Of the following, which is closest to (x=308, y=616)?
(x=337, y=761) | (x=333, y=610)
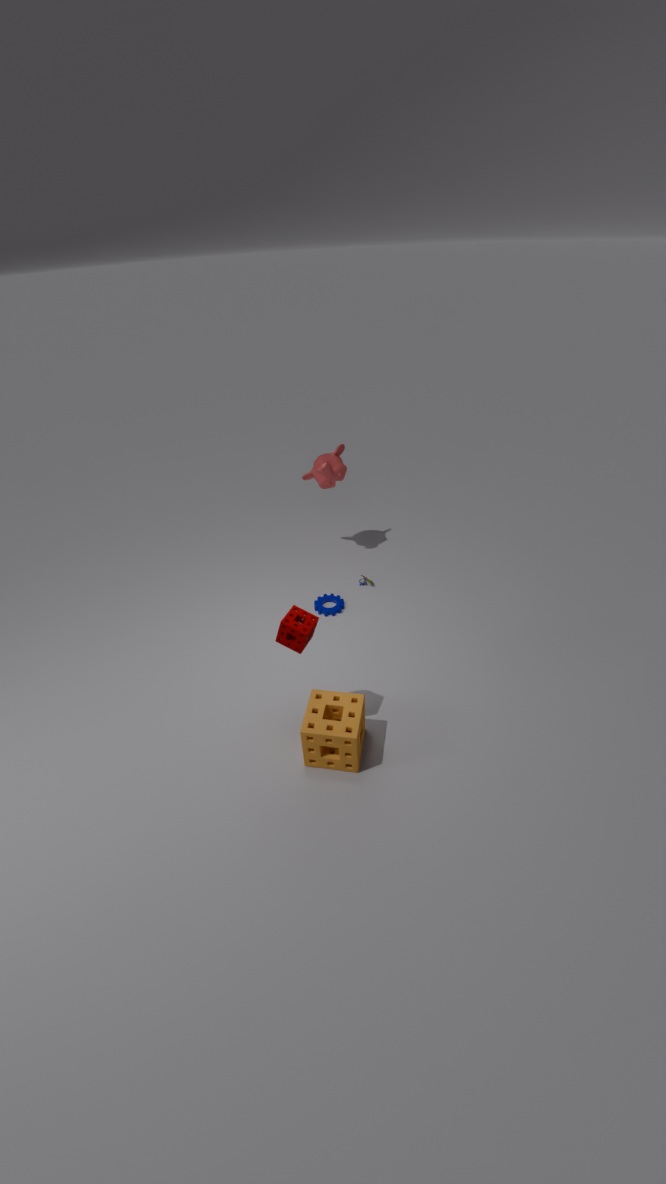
(x=337, y=761)
